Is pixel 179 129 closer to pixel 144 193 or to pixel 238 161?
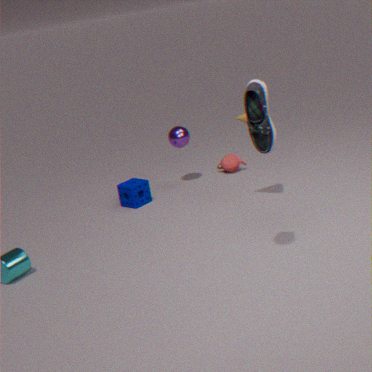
pixel 238 161
